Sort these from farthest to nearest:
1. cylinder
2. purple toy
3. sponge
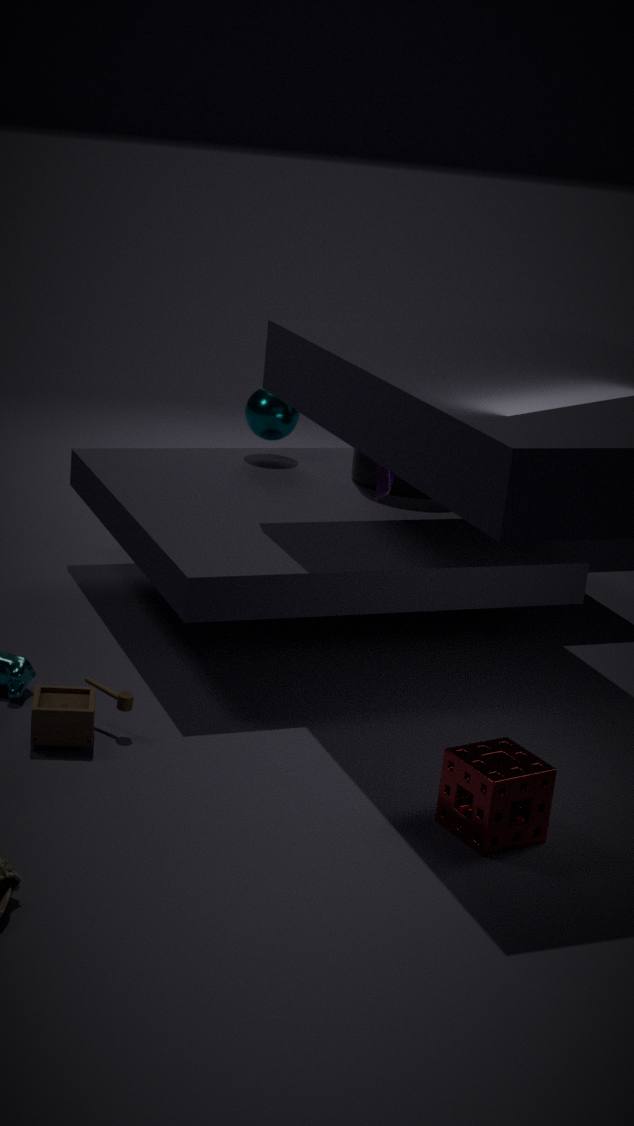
cylinder < purple toy < sponge
